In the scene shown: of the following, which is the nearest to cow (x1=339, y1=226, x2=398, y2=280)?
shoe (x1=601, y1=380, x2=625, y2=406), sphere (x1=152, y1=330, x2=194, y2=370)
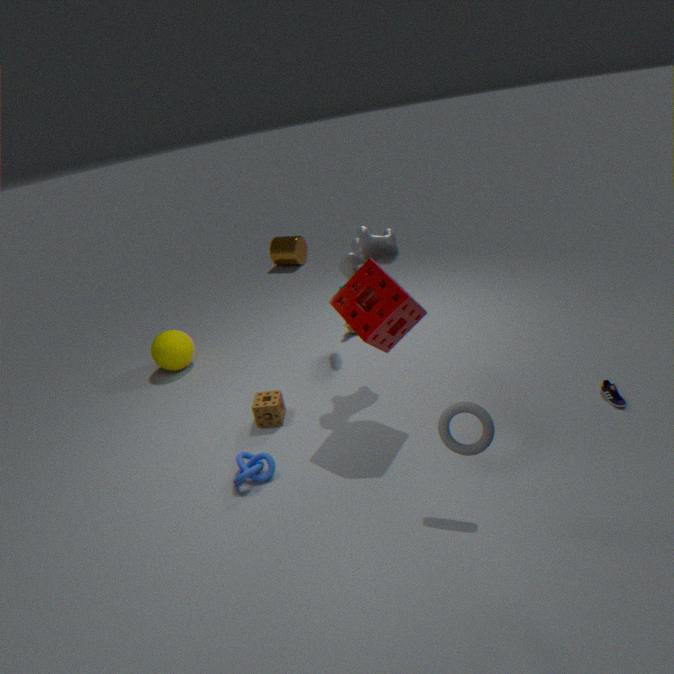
shoe (x1=601, y1=380, x2=625, y2=406)
